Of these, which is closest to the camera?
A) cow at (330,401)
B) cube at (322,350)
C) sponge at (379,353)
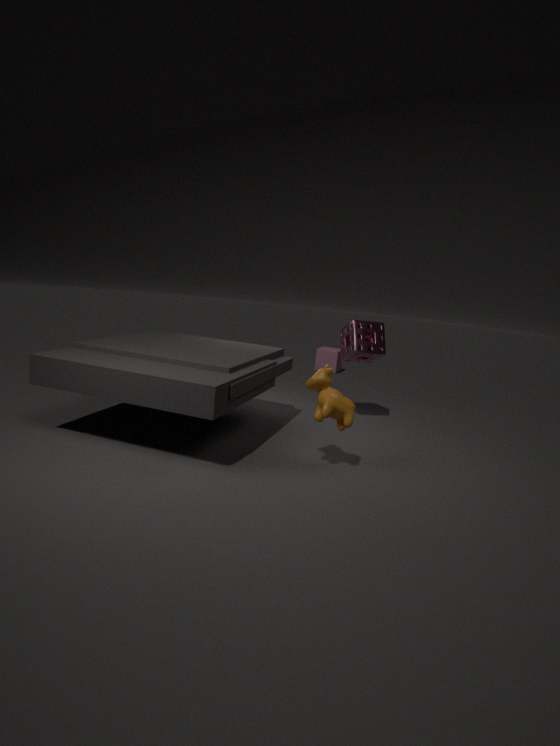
cow at (330,401)
